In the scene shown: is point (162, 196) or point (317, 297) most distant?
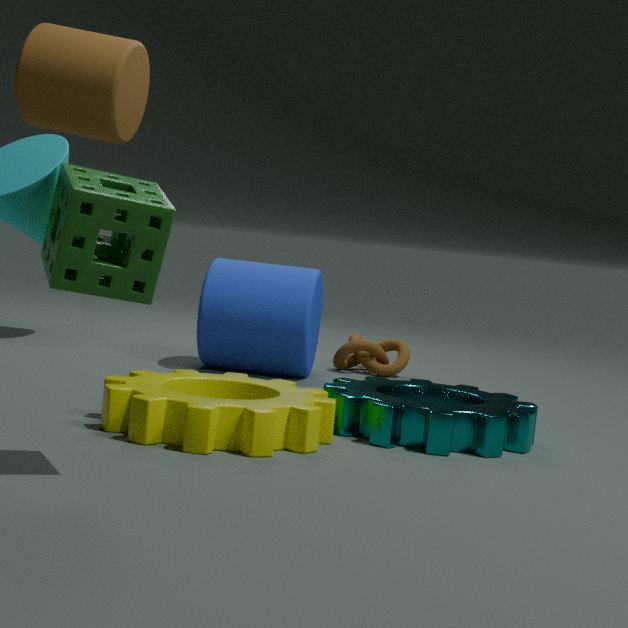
point (317, 297)
